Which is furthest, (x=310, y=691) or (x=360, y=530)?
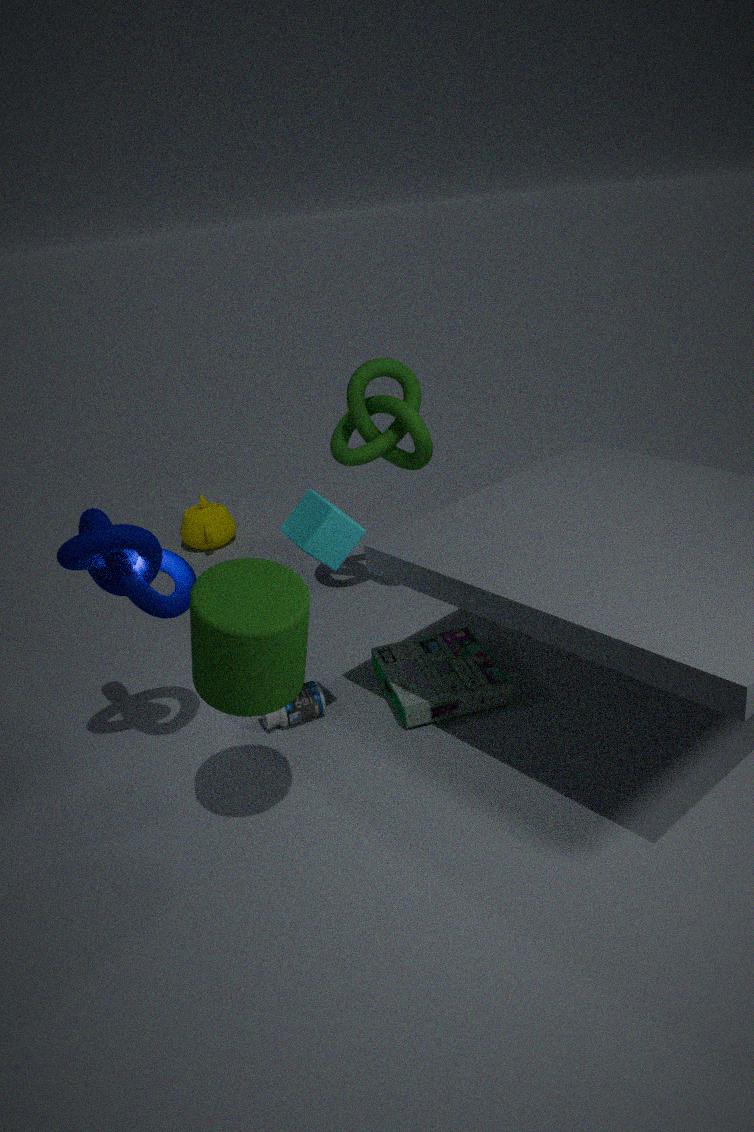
(x=310, y=691)
